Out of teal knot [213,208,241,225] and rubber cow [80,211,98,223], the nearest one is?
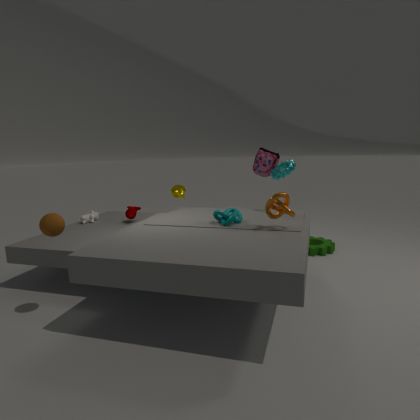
teal knot [213,208,241,225]
